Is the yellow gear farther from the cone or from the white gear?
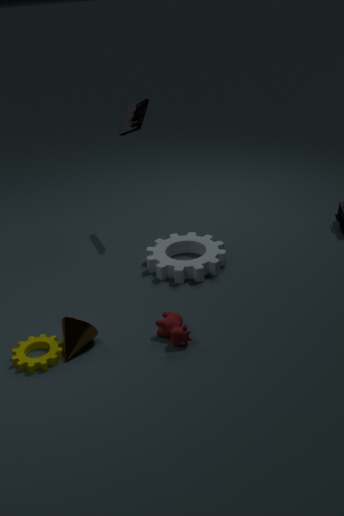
the white gear
